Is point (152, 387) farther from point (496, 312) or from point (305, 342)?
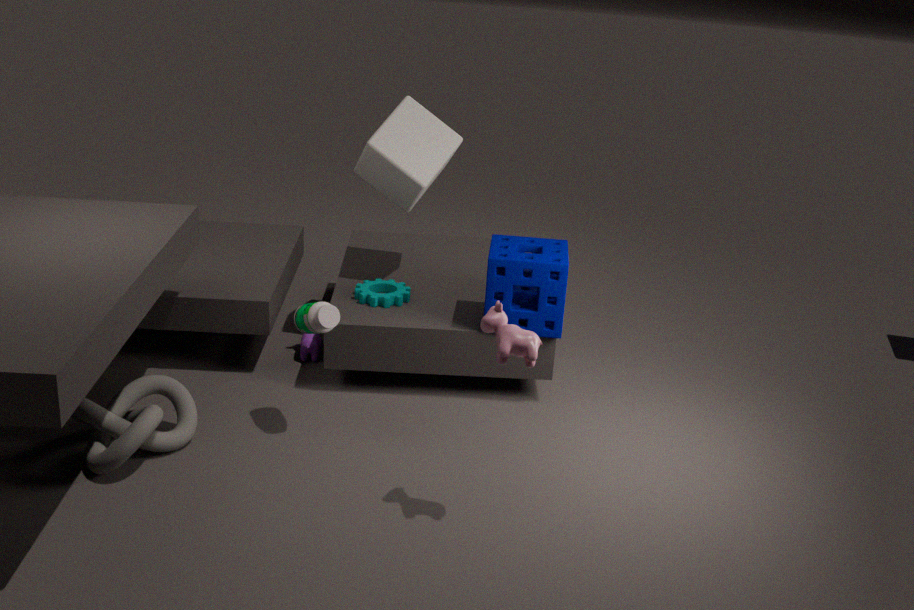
point (496, 312)
